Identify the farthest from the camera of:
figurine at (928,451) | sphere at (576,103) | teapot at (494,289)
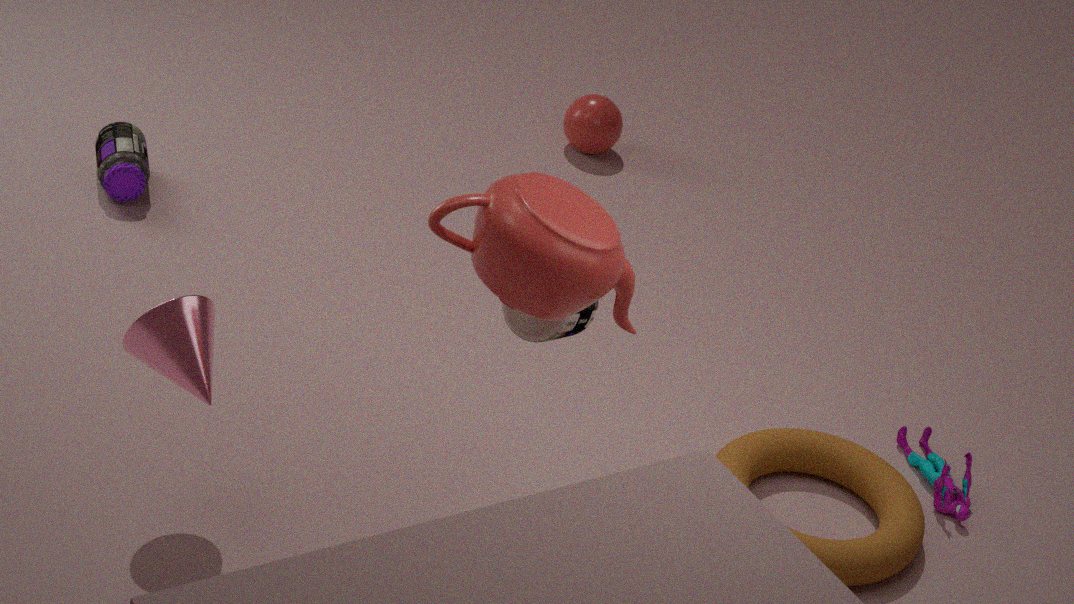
sphere at (576,103)
